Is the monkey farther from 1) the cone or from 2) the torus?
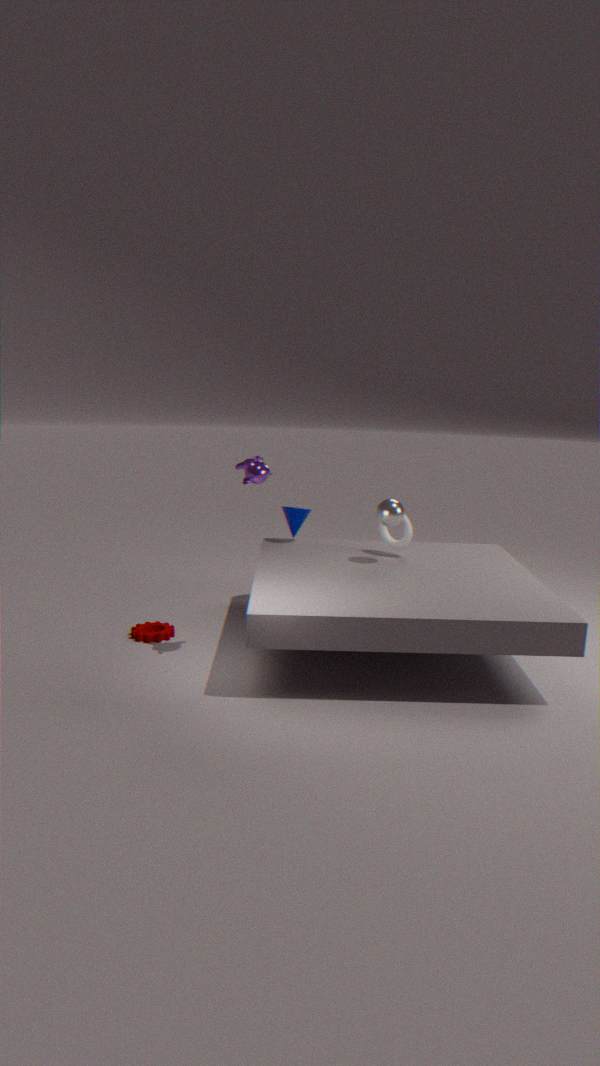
2) the torus
